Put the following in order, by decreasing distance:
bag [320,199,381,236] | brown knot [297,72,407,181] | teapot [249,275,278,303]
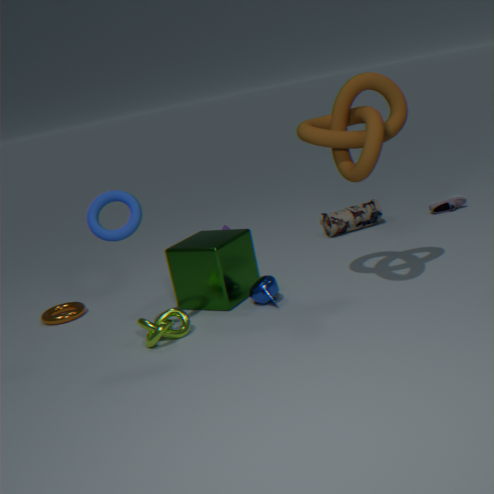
bag [320,199,381,236], teapot [249,275,278,303], brown knot [297,72,407,181]
